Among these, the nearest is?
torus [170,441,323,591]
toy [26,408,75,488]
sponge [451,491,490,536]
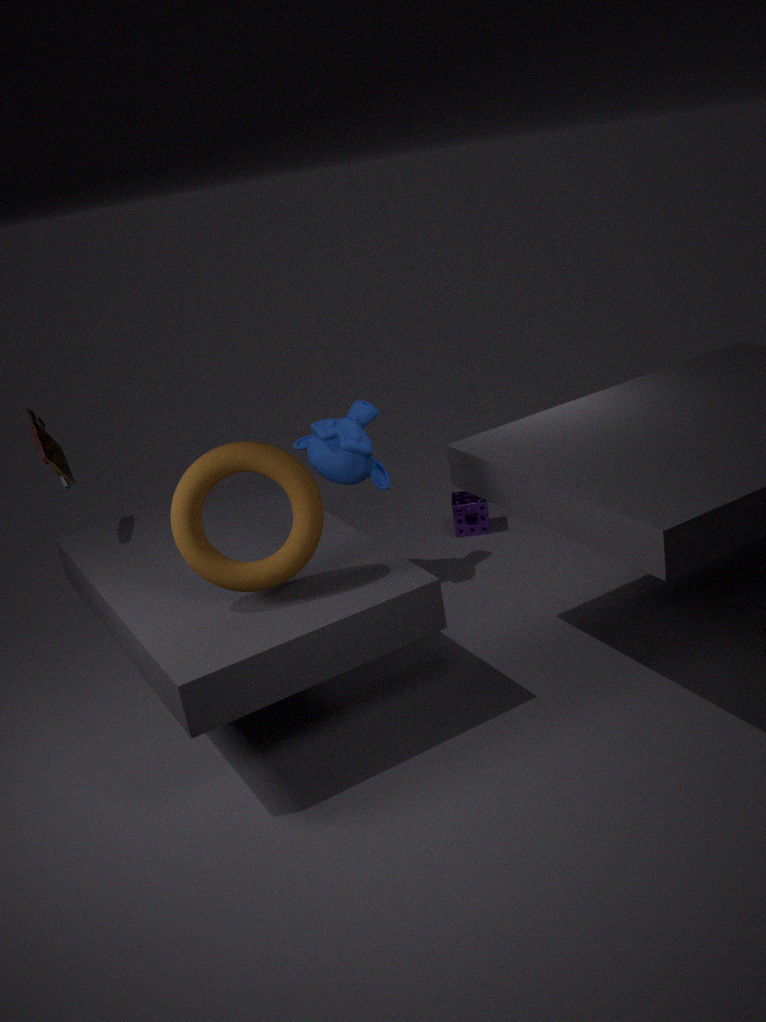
torus [170,441,323,591]
